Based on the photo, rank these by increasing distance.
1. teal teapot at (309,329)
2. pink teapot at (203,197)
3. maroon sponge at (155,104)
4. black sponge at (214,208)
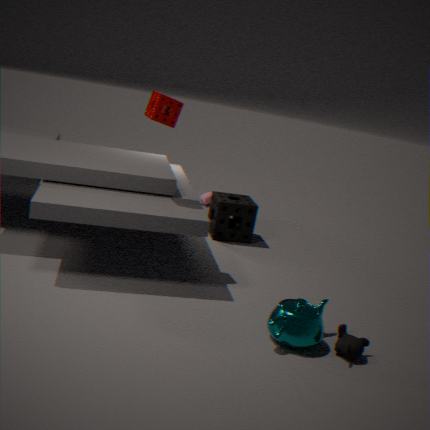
teal teapot at (309,329)
maroon sponge at (155,104)
black sponge at (214,208)
pink teapot at (203,197)
